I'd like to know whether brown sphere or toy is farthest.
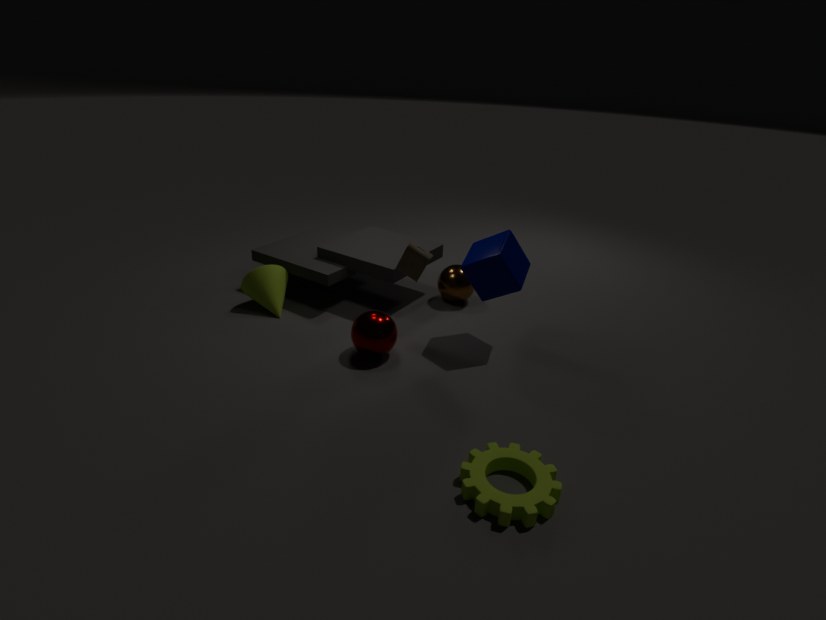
brown sphere
